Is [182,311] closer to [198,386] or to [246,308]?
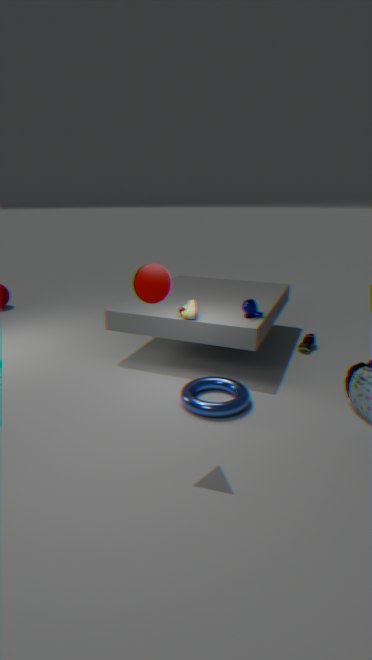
[246,308]
